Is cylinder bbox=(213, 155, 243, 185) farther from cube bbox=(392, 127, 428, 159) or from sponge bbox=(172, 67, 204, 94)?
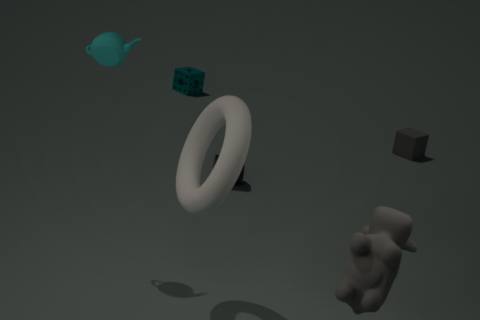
sponge bbox=(172, 67, 204, 94)
